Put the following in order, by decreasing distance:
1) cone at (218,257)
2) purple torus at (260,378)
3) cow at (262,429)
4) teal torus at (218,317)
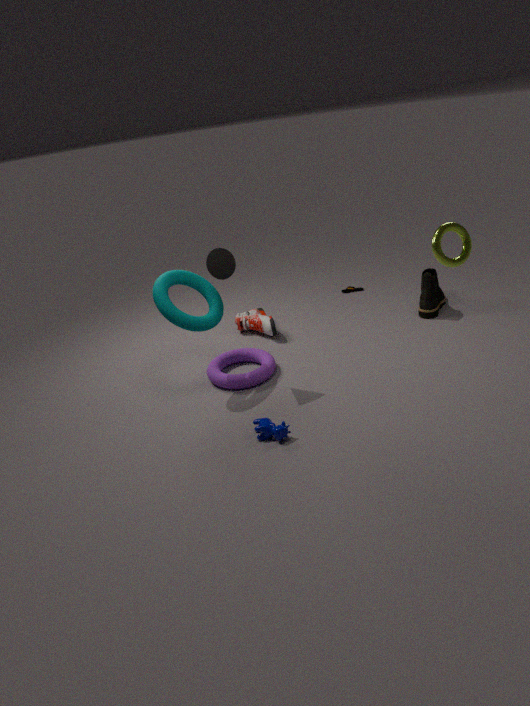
2. purple torus at (260,378) → 4. teal torus at (218,317) → 1. cone at (218,257) → 3. cow at (262,429)
